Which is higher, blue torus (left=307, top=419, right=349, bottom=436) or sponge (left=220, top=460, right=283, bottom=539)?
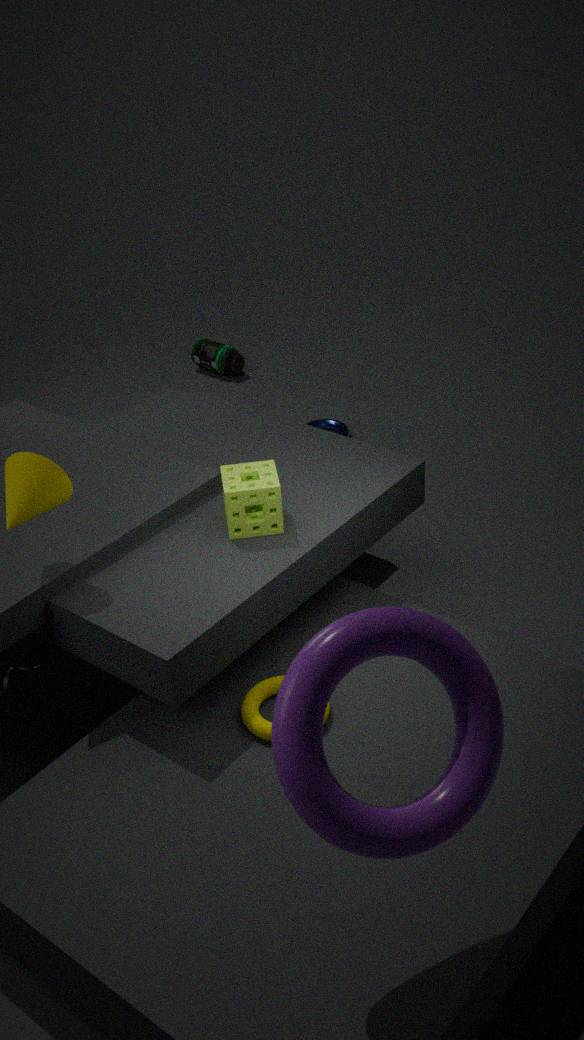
sponge (left=220, top=460, right=283, bottom=539)
